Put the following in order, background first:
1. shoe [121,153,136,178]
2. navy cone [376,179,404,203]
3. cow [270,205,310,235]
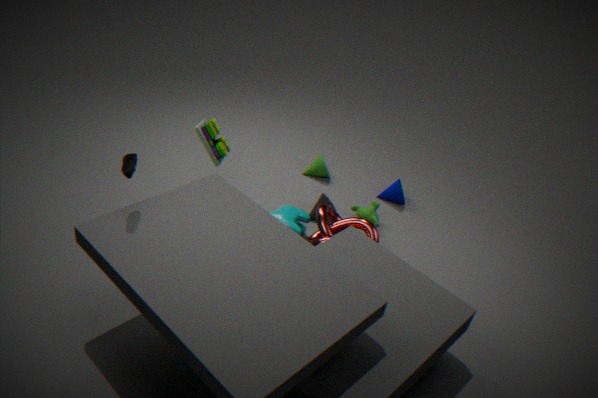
navy cone [376,179,404,203] < cow [270,205,310,235] < shoe [121,153,136,178]
